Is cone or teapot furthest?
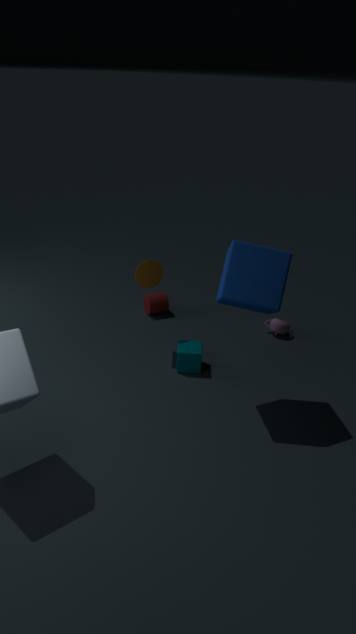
teapot
